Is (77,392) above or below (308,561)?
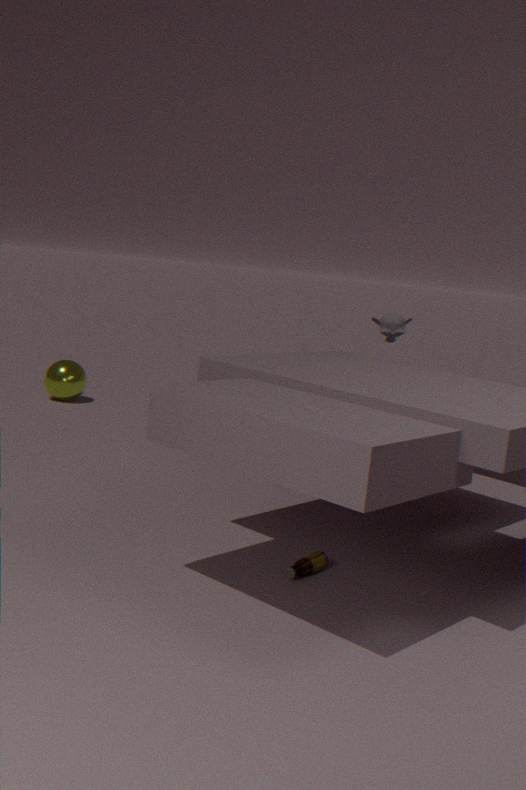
above
